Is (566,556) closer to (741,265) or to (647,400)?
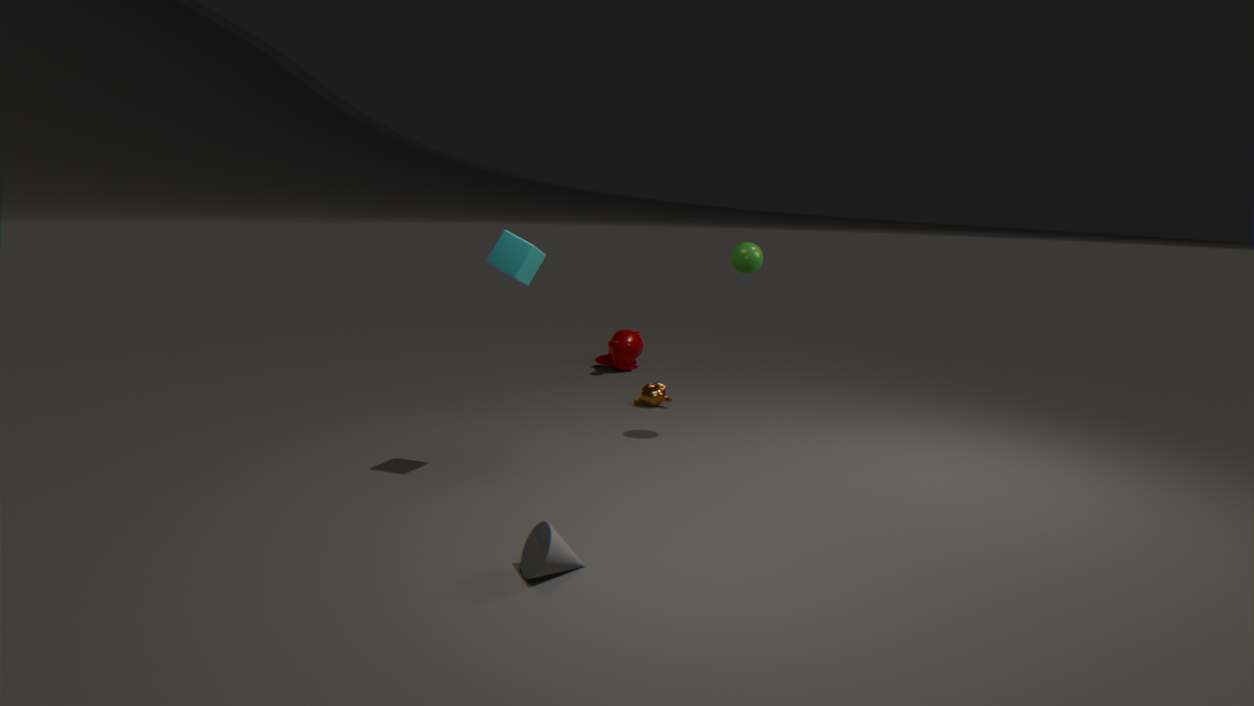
(741,265)
